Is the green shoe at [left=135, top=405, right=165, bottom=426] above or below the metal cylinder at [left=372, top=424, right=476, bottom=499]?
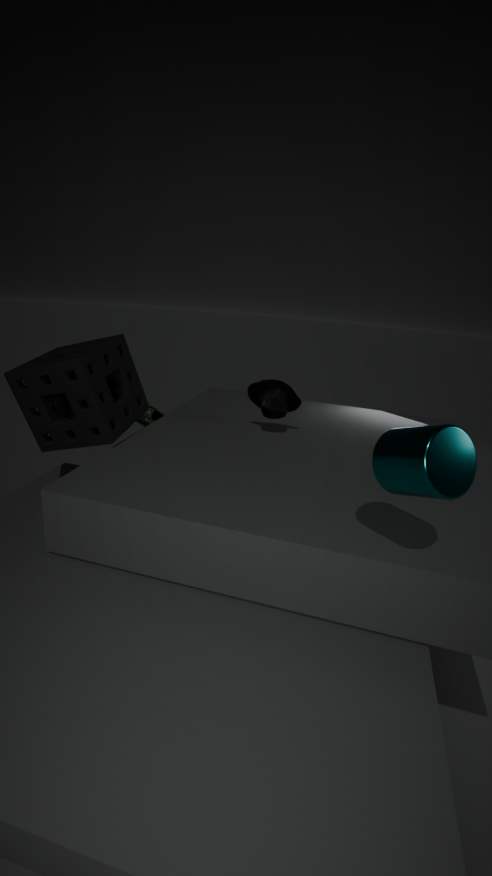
below
